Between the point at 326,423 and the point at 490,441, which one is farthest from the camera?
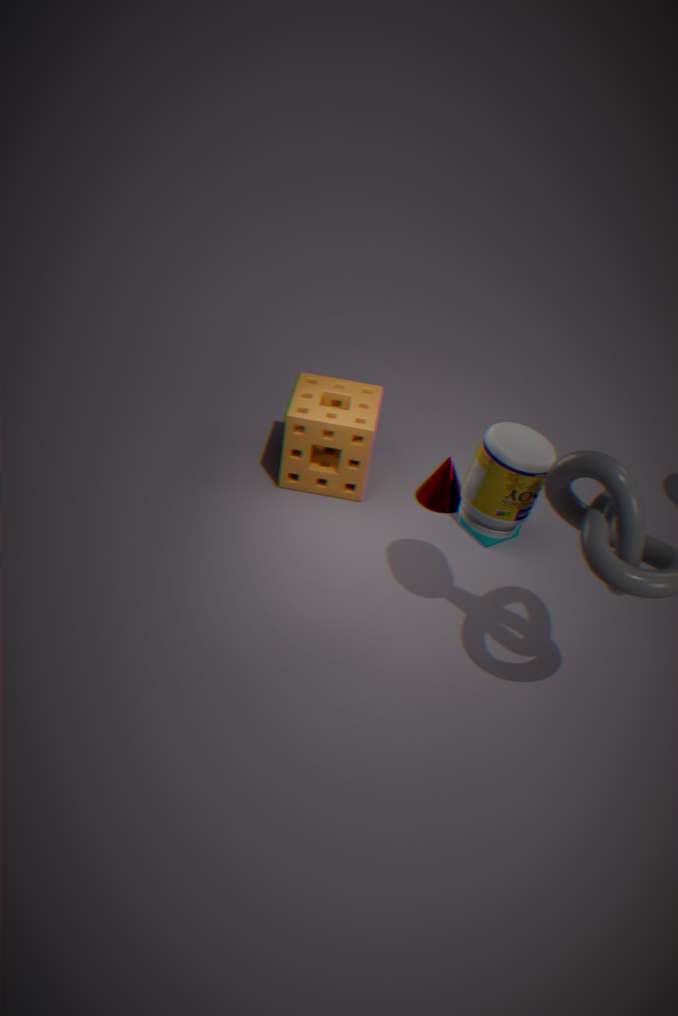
the point at 326,423
